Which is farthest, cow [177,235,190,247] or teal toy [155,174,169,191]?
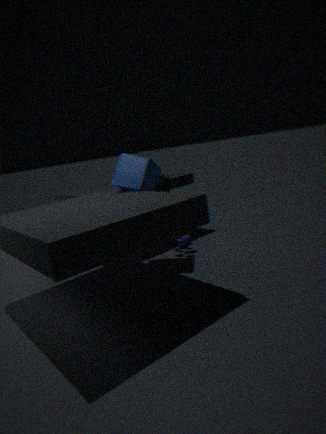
cow [177,235,190,247]
